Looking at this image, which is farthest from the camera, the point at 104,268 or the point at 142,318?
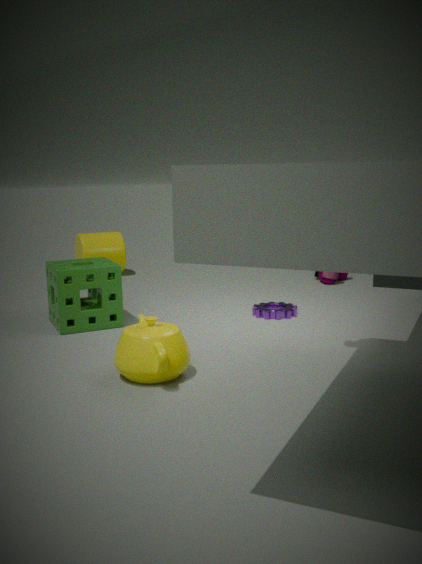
the point at 104,268
